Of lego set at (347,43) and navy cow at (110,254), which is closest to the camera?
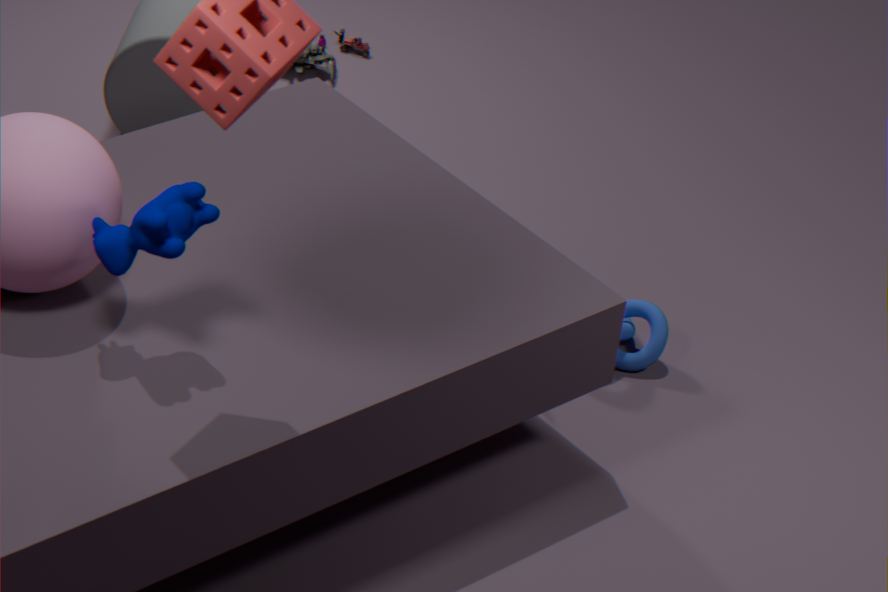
navy cow at (110,254)
